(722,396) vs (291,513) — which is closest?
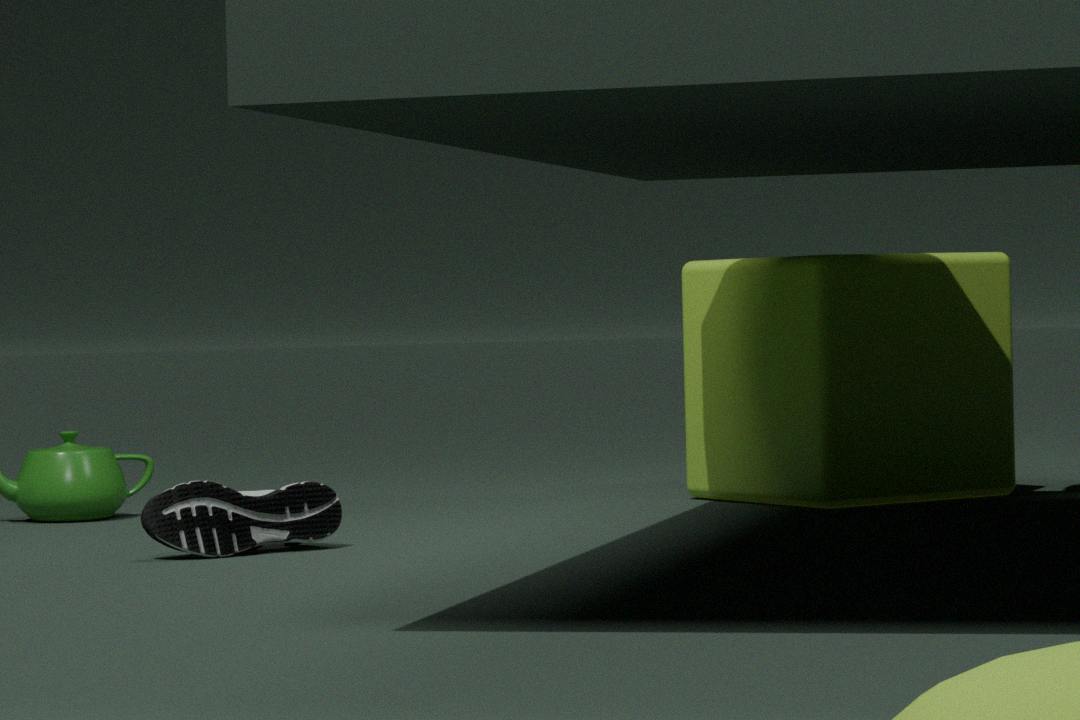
(291,513)
